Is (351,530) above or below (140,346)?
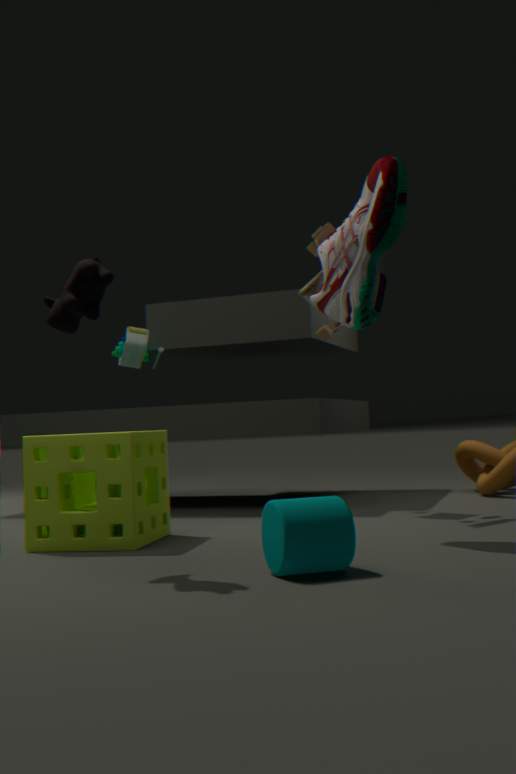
below
